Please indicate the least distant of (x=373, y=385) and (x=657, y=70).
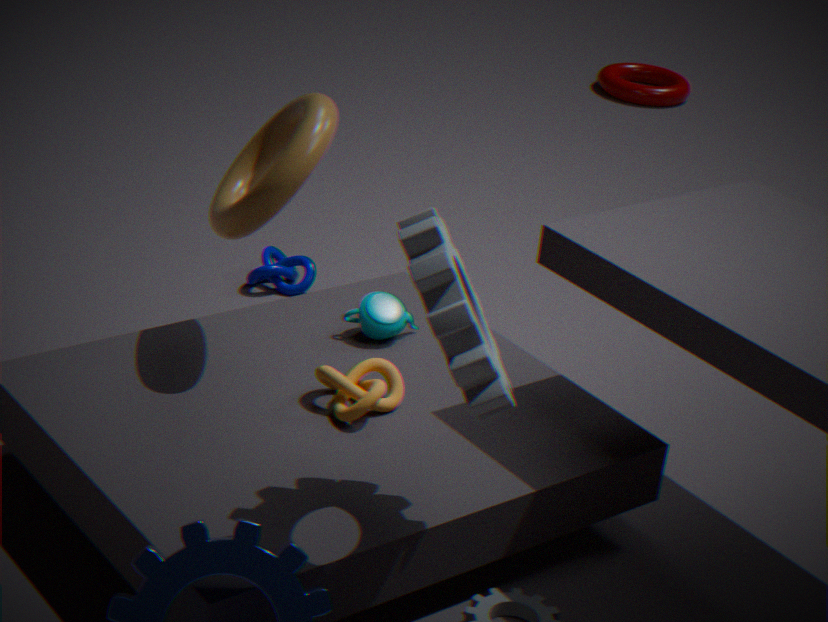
(x=373, y=385)
